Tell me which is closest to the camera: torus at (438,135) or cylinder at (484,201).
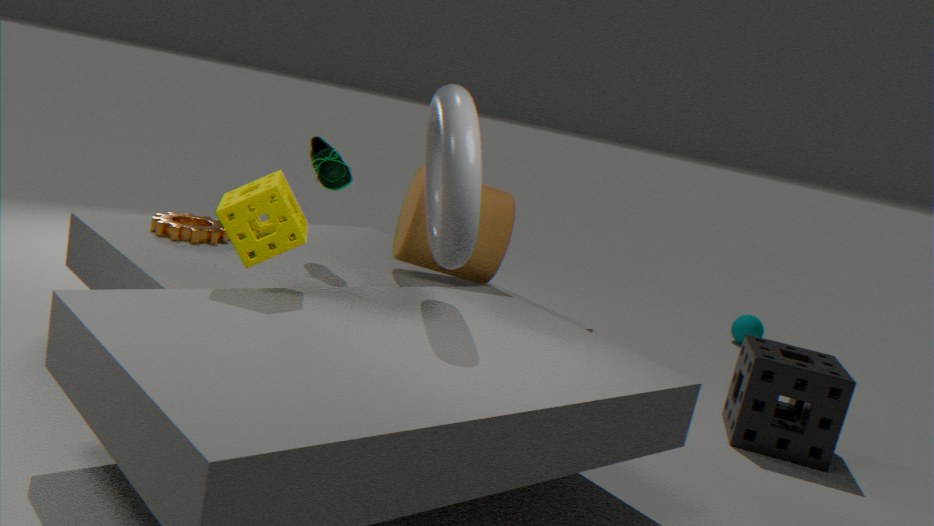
torus at (438,135)
